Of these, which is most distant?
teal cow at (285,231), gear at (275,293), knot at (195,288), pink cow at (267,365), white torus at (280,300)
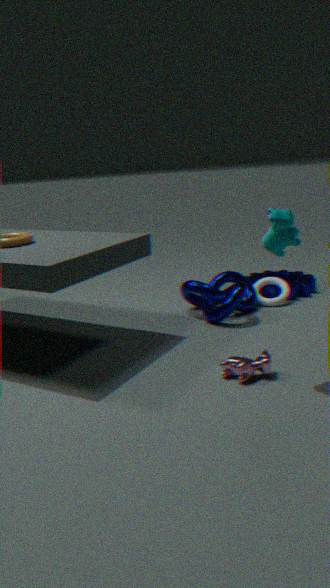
gear at (275,293)
